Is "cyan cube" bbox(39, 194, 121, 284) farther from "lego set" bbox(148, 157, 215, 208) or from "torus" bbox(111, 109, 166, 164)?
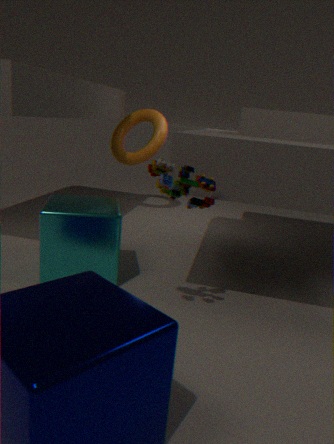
"torus" bbox(111, 109, 166, 164)
